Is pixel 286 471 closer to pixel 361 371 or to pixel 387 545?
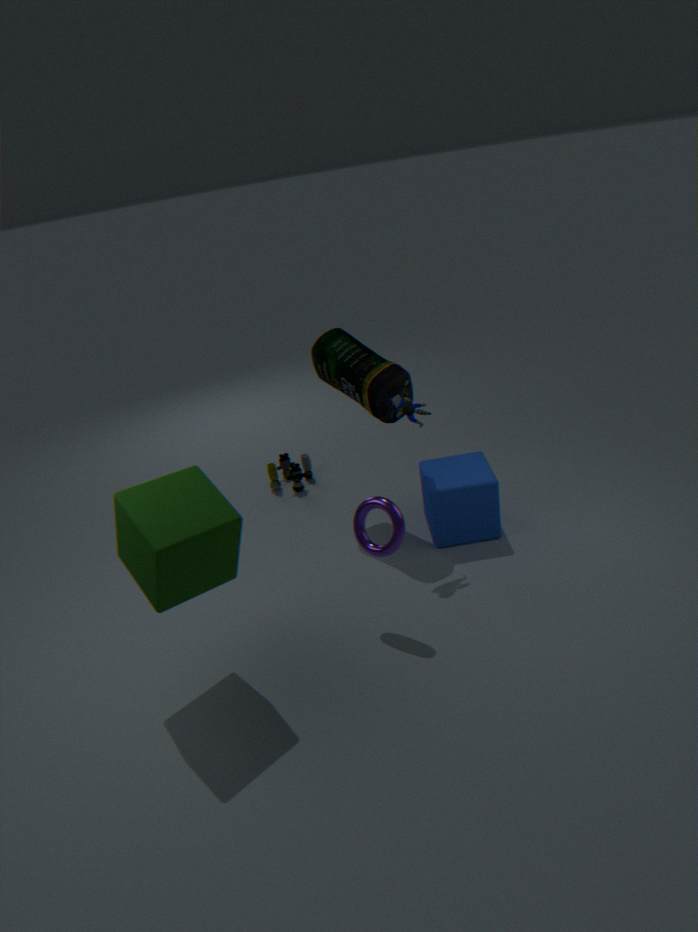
pixel 361 371
